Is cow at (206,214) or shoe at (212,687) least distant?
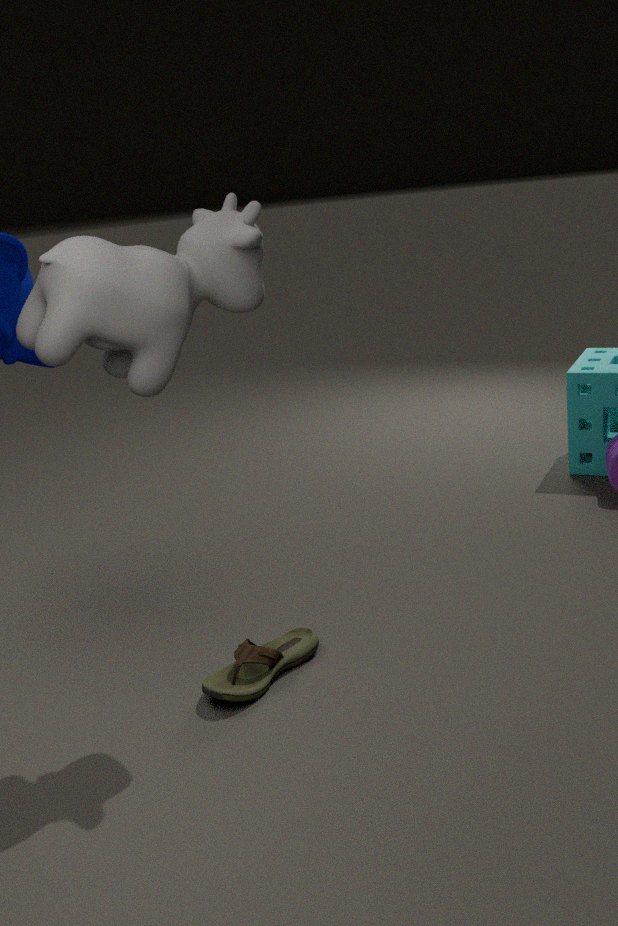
cow at (206,214)
